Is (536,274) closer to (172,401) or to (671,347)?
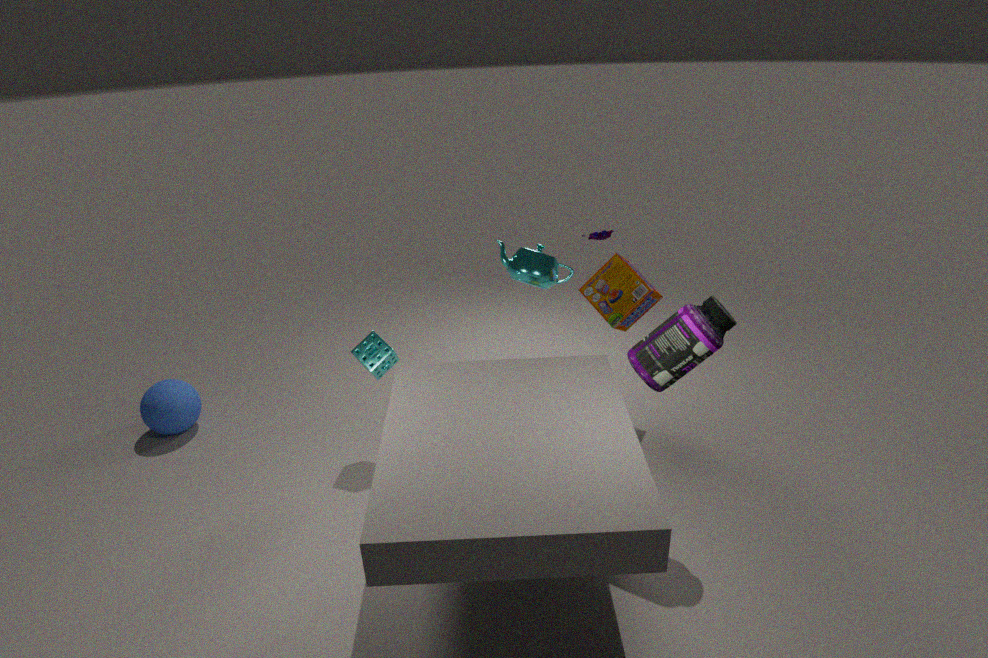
(671,347)
